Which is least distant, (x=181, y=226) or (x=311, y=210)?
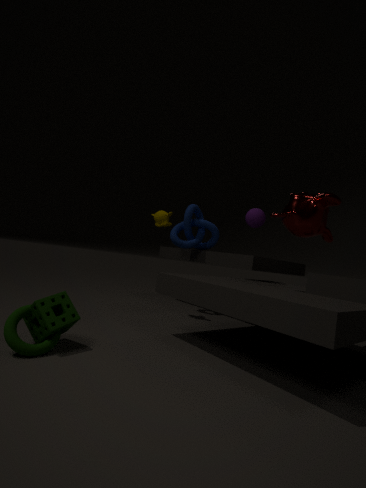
(x=311, y=210)
